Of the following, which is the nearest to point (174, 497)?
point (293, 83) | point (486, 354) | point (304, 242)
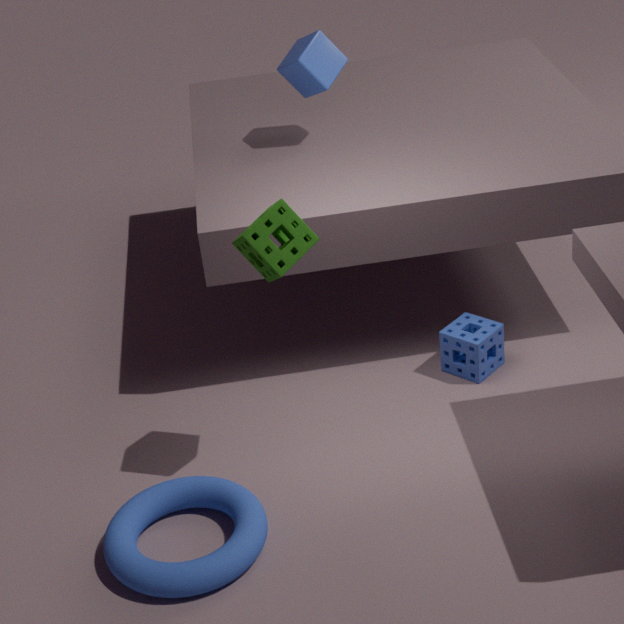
point (304, 242)
